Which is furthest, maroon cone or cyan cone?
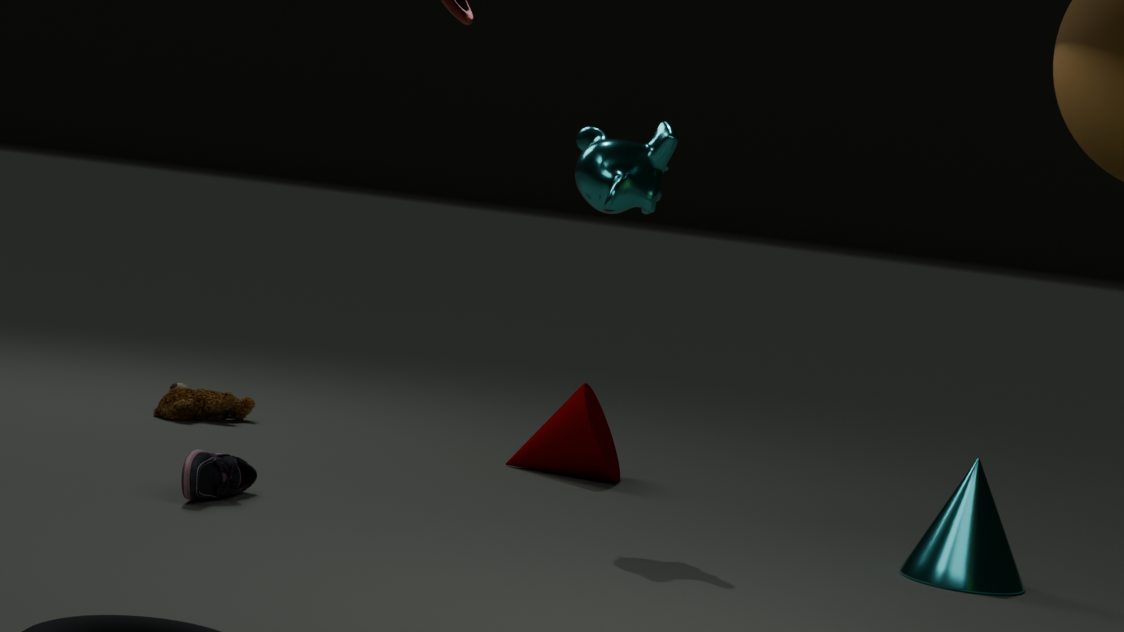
maroon cone
